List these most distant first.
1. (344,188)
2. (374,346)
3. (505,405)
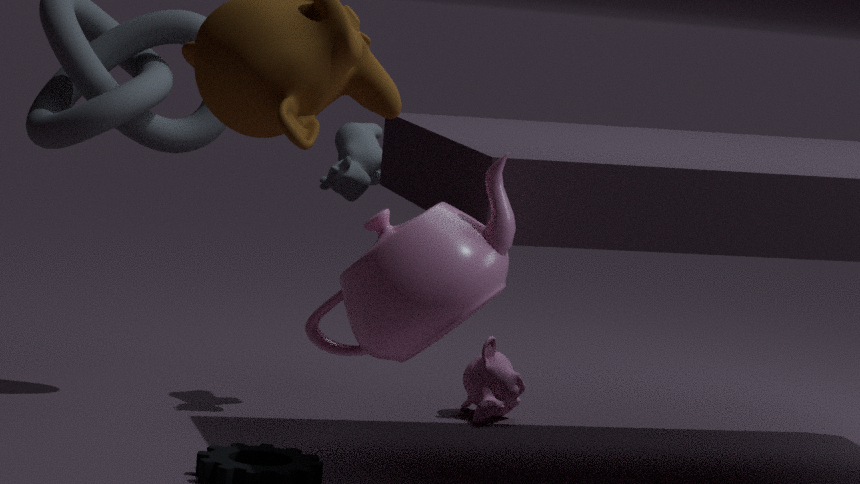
(505,405) → (344,188) → (374,346)
